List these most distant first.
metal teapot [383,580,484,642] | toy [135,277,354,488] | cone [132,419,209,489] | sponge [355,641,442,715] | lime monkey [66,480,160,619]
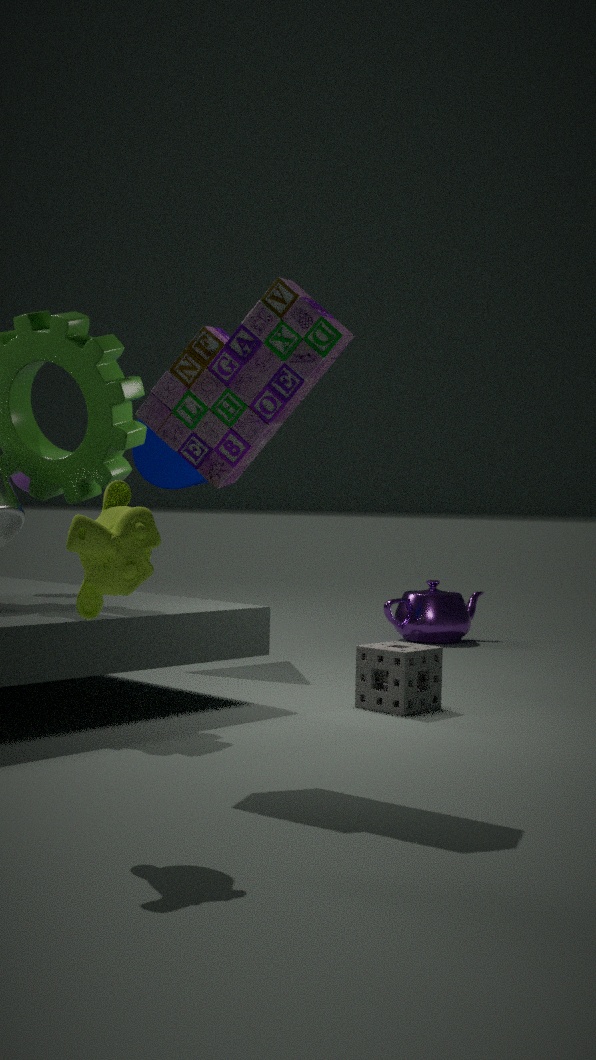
1. metal teapot [383,580,484,642]
2. cone [132,419,209,489]
3. sponge [355,641,442,715]
4. toy [135,277,354,488]
5. lime monkey [66,480,160,619]
